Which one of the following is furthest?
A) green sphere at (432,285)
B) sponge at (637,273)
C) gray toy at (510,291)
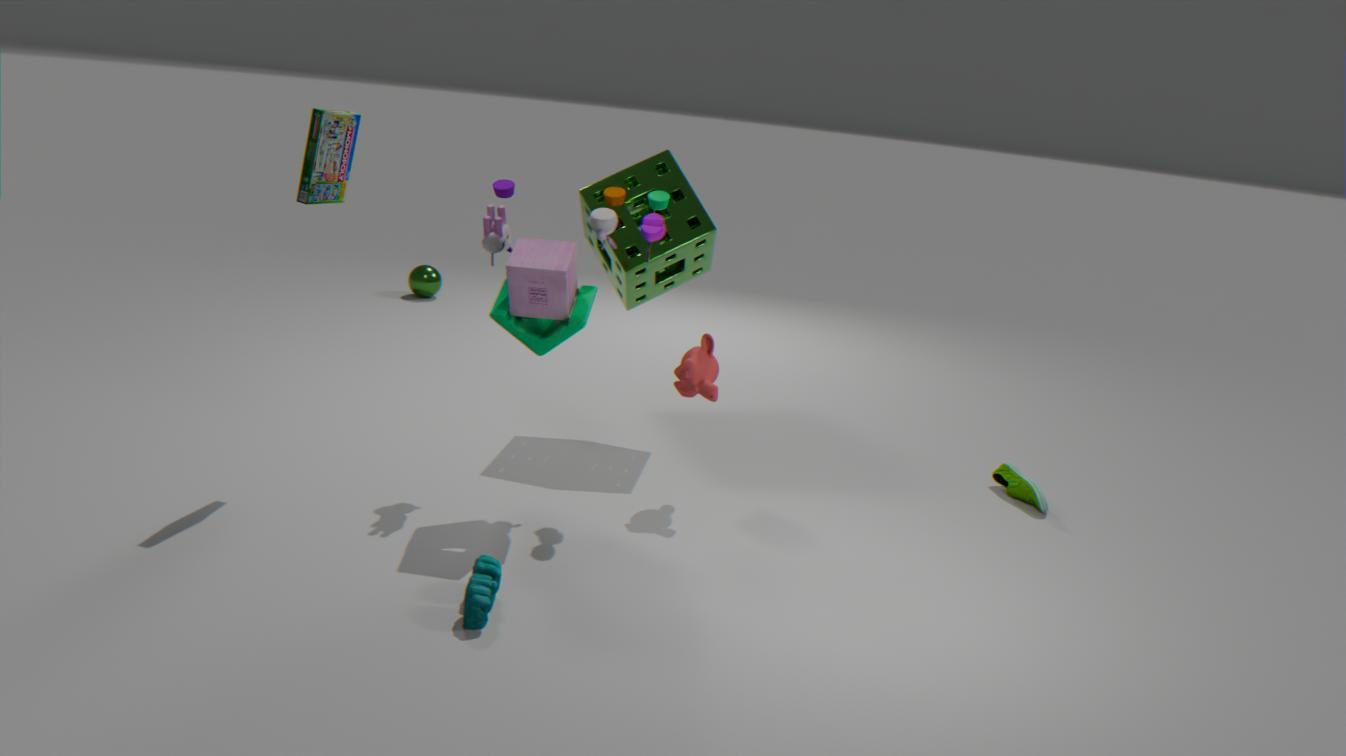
green sphere at (432,285)
